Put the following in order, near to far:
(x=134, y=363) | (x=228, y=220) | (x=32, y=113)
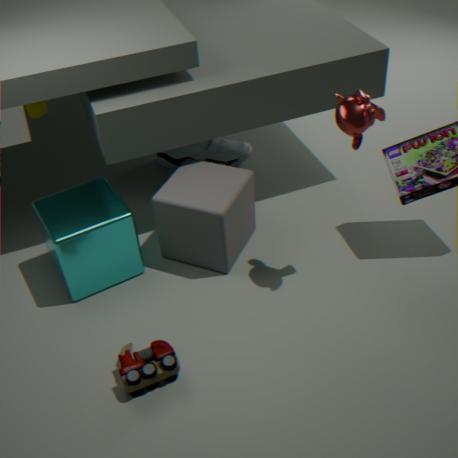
(x=134, y=363), (x=228, y=220), (x=32, y=113)
